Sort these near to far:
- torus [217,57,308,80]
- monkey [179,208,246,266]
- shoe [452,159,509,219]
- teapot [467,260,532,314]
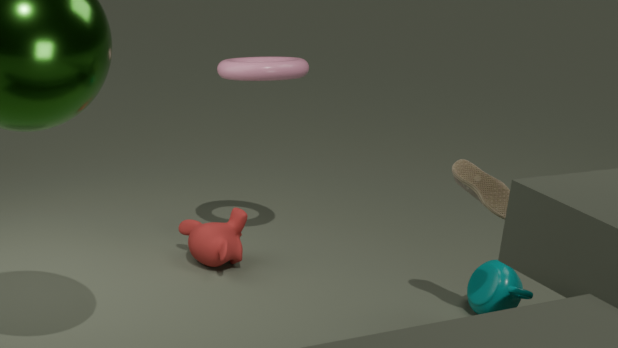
shoe [452,159,509,219] < teapot [467,260,532,314] < torus [217,57,308,80] < monkey [179,208,246,266]
